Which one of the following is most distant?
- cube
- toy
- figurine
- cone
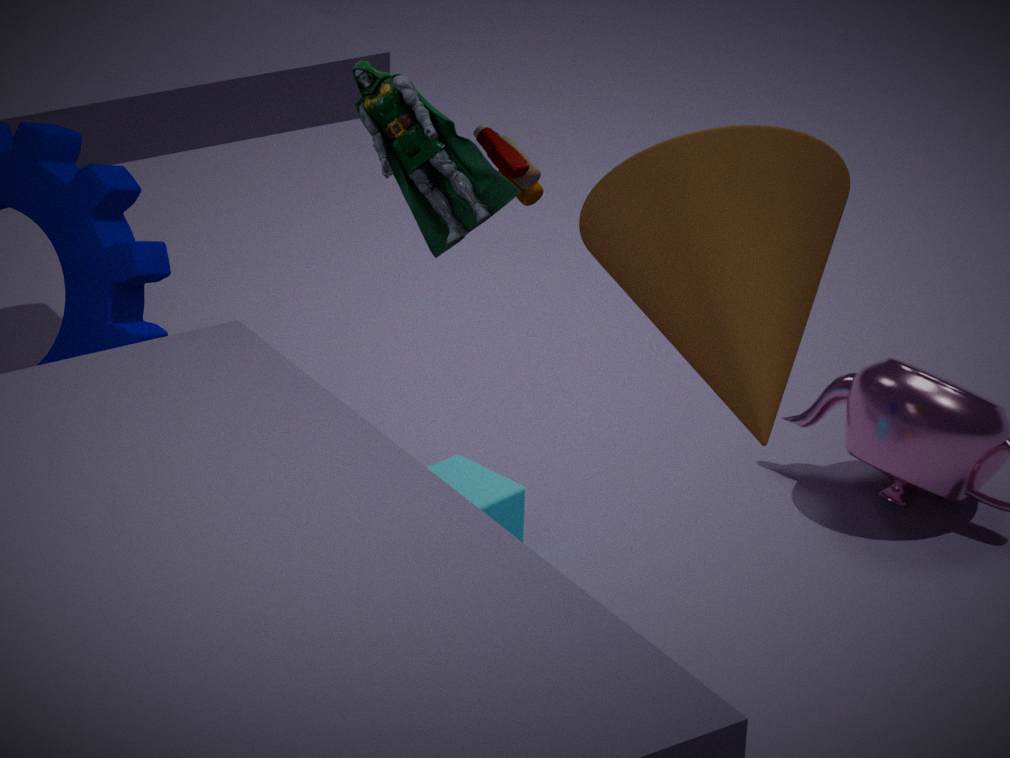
cube
